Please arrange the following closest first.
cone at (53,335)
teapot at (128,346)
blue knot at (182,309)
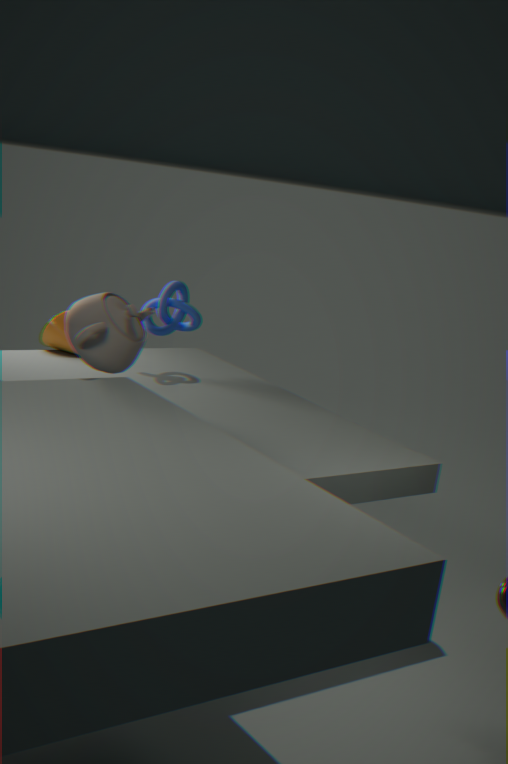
1. teapot at (128,346)
2. blue knot at (182,309)
3. cone at (53,335)
